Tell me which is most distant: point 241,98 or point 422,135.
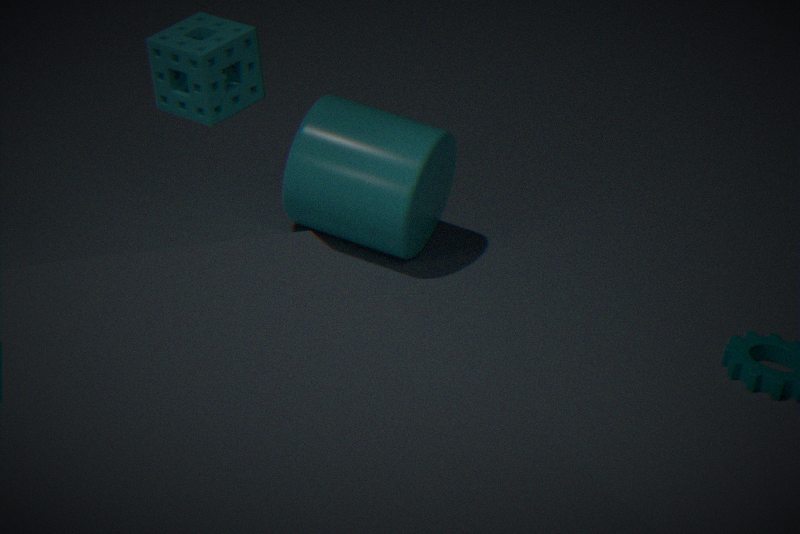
point 422,135
